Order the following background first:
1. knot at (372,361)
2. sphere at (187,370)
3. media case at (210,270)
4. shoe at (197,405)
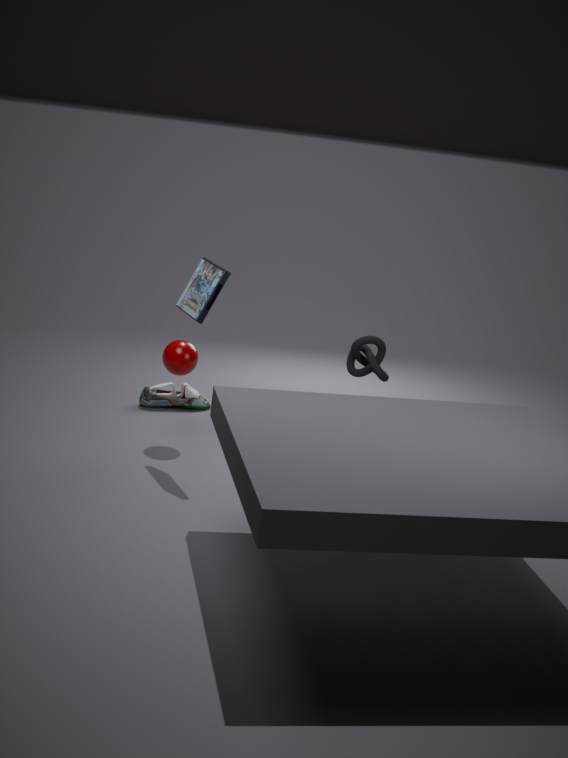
1. shoe at (197,405)
2. knot at (372,361)
3. sphere at (187,370)
4. media case at (210,270)
